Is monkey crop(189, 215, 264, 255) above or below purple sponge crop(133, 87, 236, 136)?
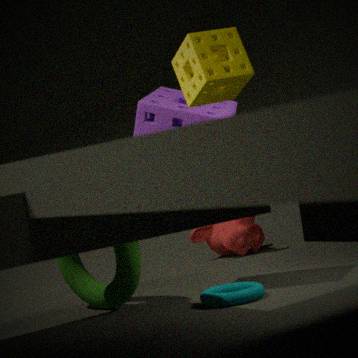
below
